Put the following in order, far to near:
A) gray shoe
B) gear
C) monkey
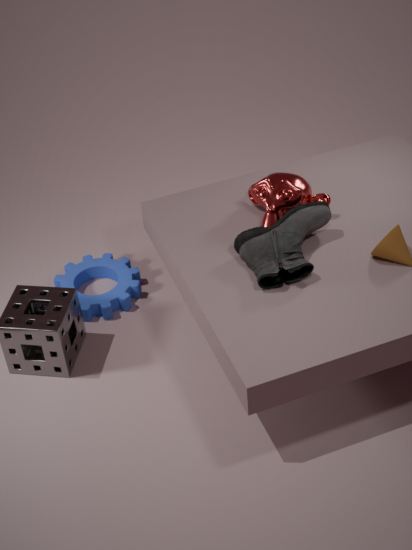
gear < monkey < gray shoe
